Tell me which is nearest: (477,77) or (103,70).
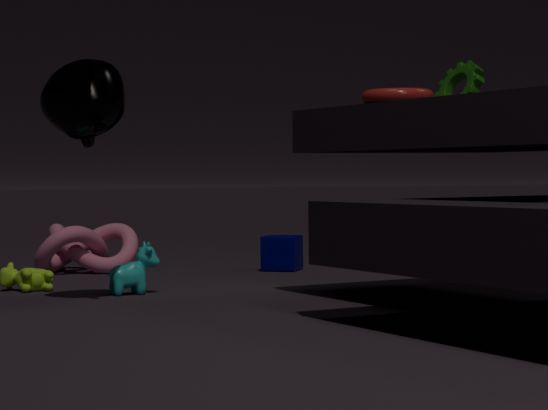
(103,70)
